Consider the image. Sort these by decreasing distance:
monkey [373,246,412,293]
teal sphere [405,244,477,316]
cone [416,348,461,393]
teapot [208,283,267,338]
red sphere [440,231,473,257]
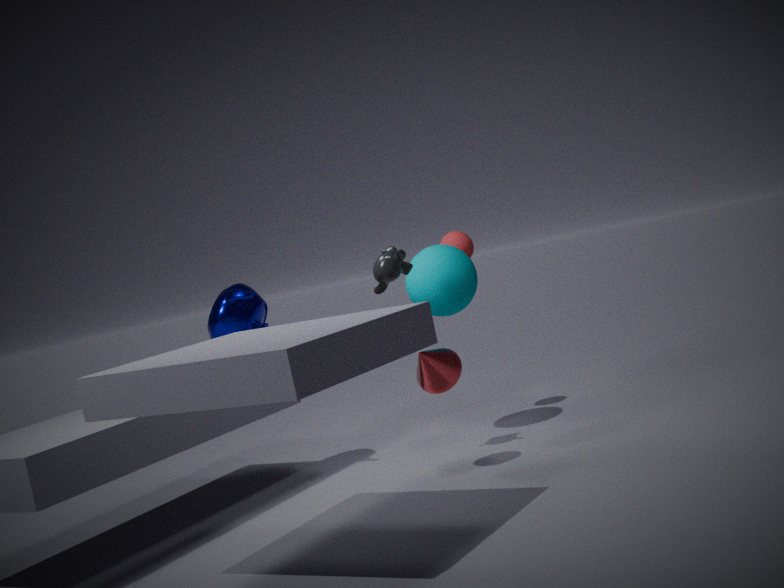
1. red sphere [440,231,473,257]
2. teal sphere [405,244,477,316]
3. teapot [208,283,267,338]
4. monkey [373,246,412,293]
5. cone [416,348,461,393]
